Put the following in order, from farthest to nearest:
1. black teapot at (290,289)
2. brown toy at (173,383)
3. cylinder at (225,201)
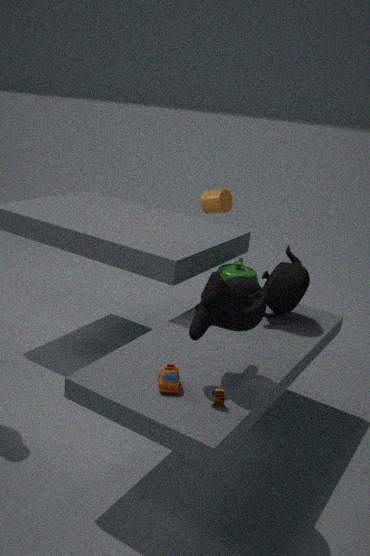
cylinder at (225,201)
black teapot at (290,289)
brown toy at (173,383)
